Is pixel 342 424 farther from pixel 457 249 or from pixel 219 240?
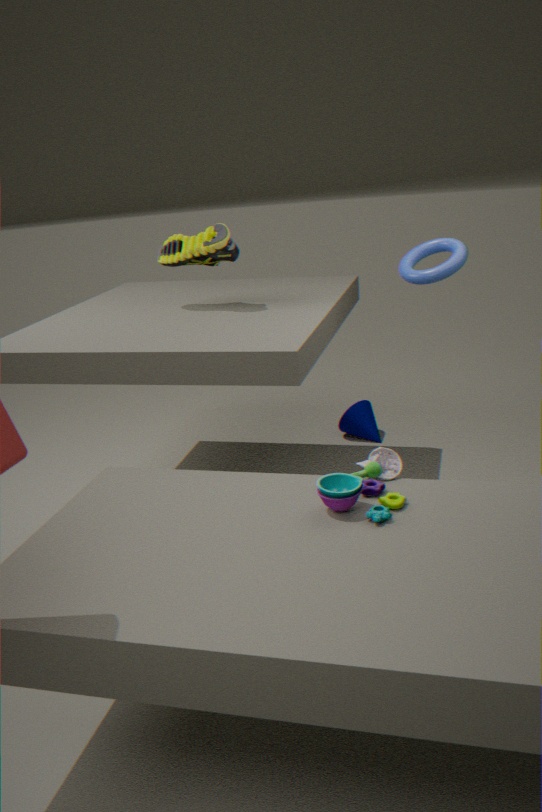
pixel 219 240
